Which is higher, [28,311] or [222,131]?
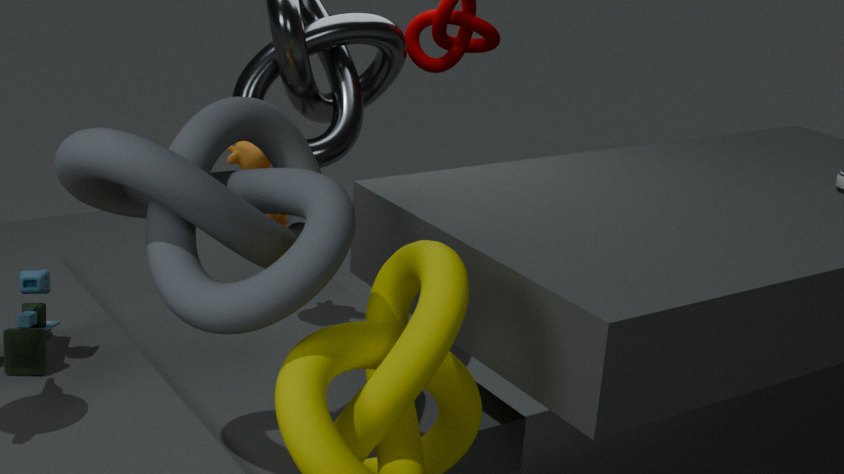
[222,131]
